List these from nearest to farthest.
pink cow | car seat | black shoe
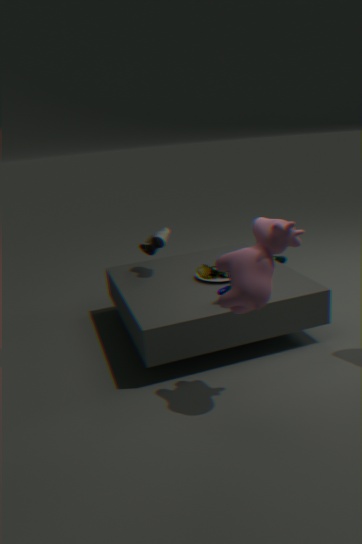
pink cow < car seat < black shoe
